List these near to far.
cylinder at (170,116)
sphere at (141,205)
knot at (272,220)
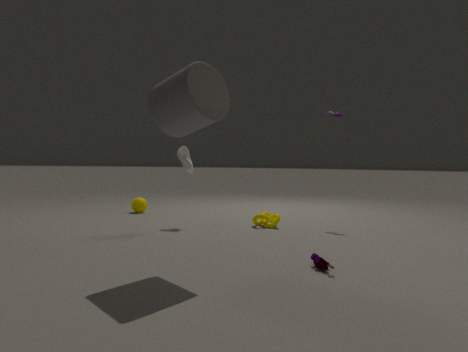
cylinder at (170,116) < knot at (272,220) < sphere at (141,205)
